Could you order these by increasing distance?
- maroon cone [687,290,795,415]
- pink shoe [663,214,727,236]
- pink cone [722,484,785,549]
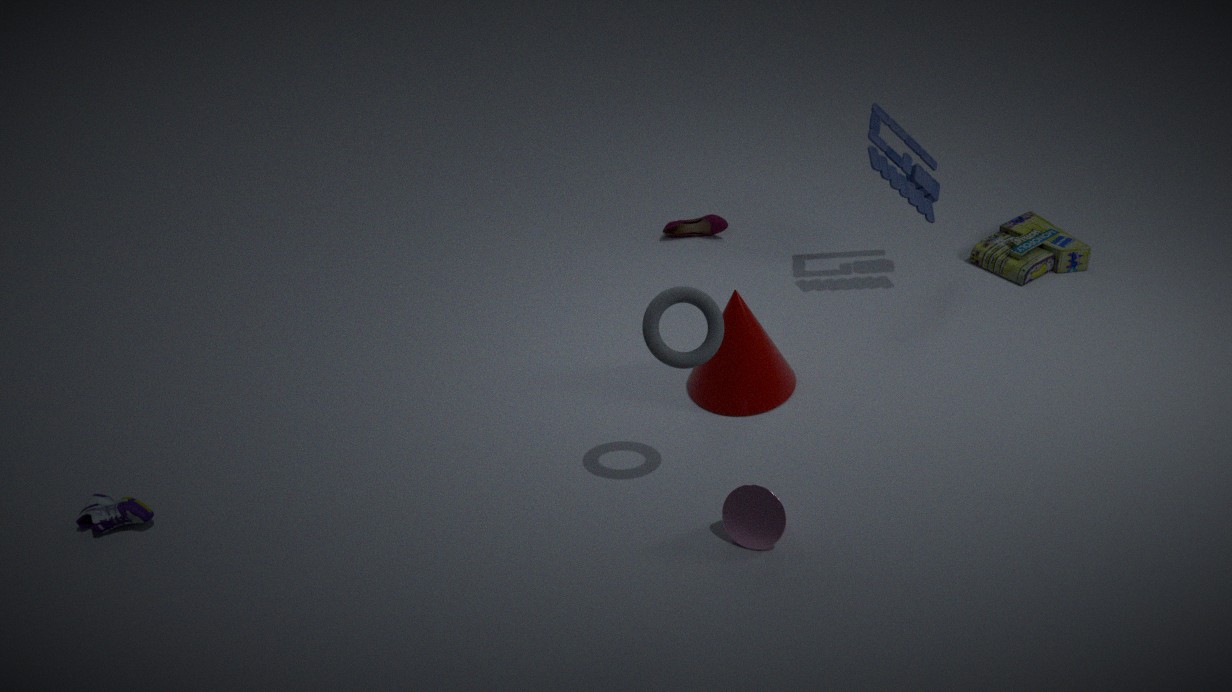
pink cone [722,484,785,549] → maroon cone [687,290,795,415] → pink shoe [663,214,727,236]
